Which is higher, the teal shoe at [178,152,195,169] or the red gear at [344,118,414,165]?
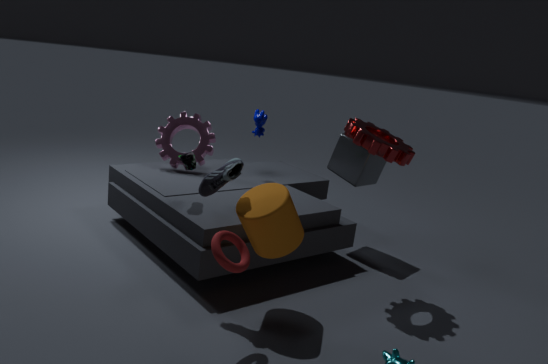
the red gear at [344,118,414,165]
